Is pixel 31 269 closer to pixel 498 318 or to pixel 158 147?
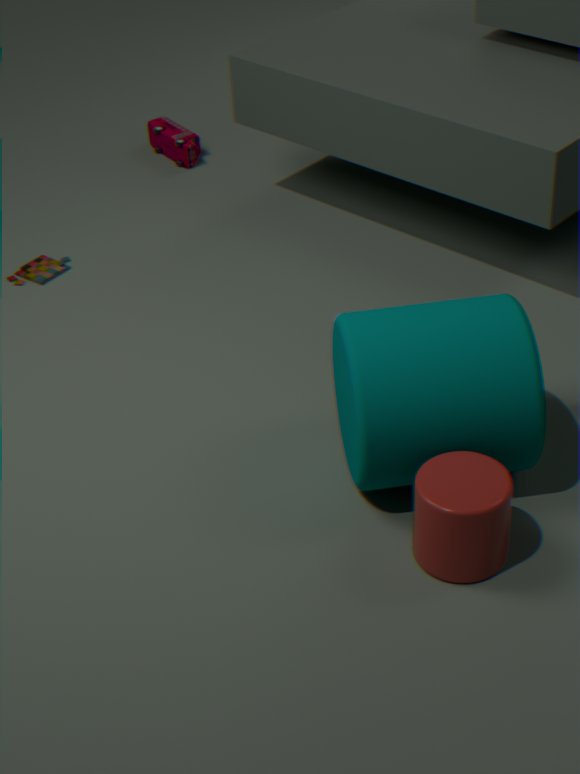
pixel 158 147
